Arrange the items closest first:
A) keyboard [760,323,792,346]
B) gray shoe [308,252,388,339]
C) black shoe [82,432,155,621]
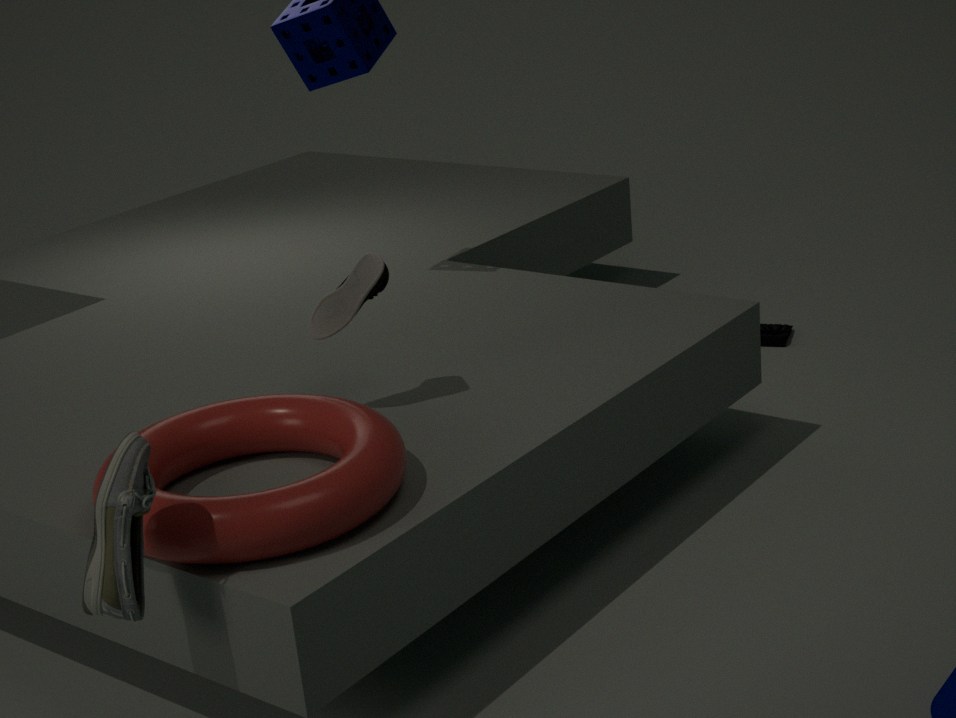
black shoe [82,432,155,621] → gray shoe [308,252,388,339] → keyboard [760,323,792,346]
